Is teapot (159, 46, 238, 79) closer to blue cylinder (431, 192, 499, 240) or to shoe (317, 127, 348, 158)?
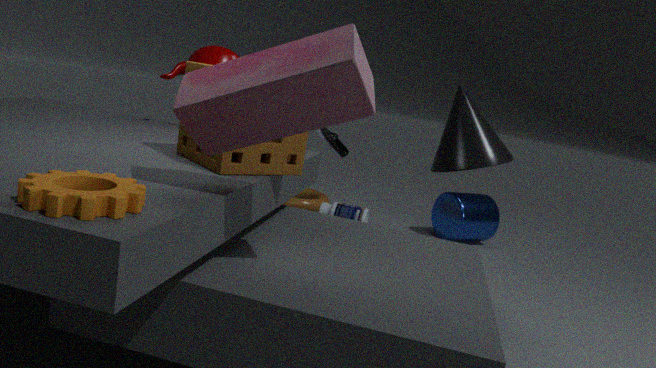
shoe (317, 127, 348, 158)
